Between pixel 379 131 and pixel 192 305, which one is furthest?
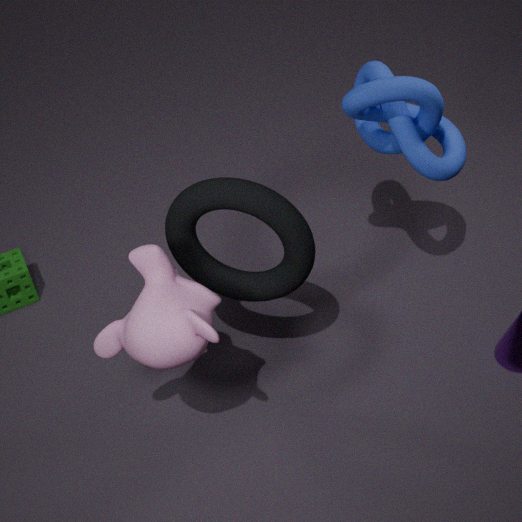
pixel 379 131
